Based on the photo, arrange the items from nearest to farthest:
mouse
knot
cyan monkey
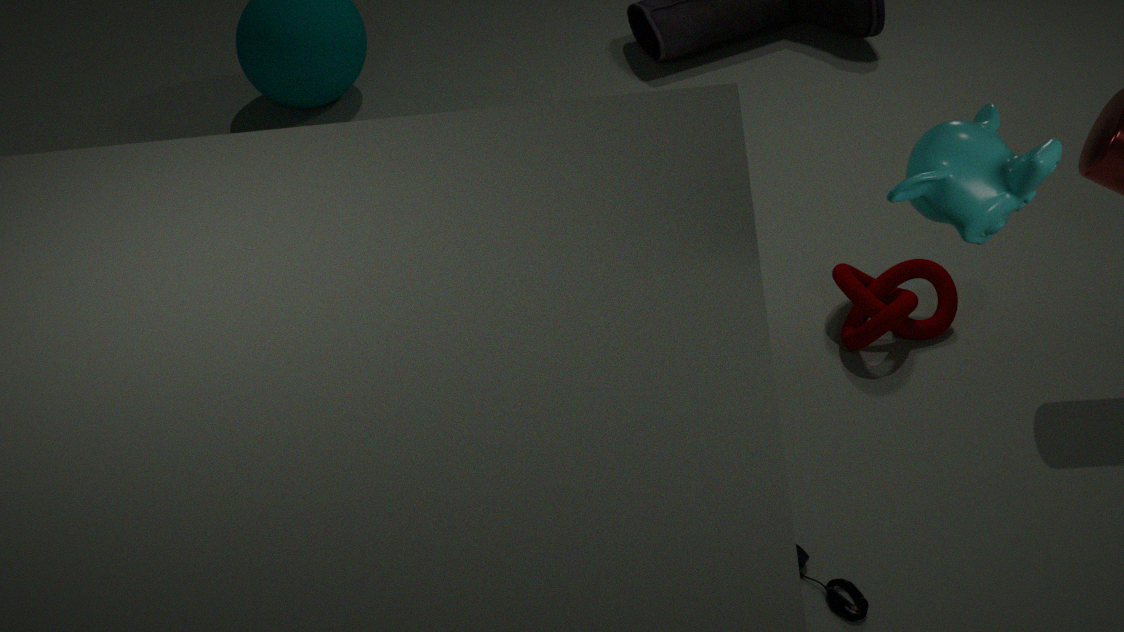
cyan monkey
mouse
knot
